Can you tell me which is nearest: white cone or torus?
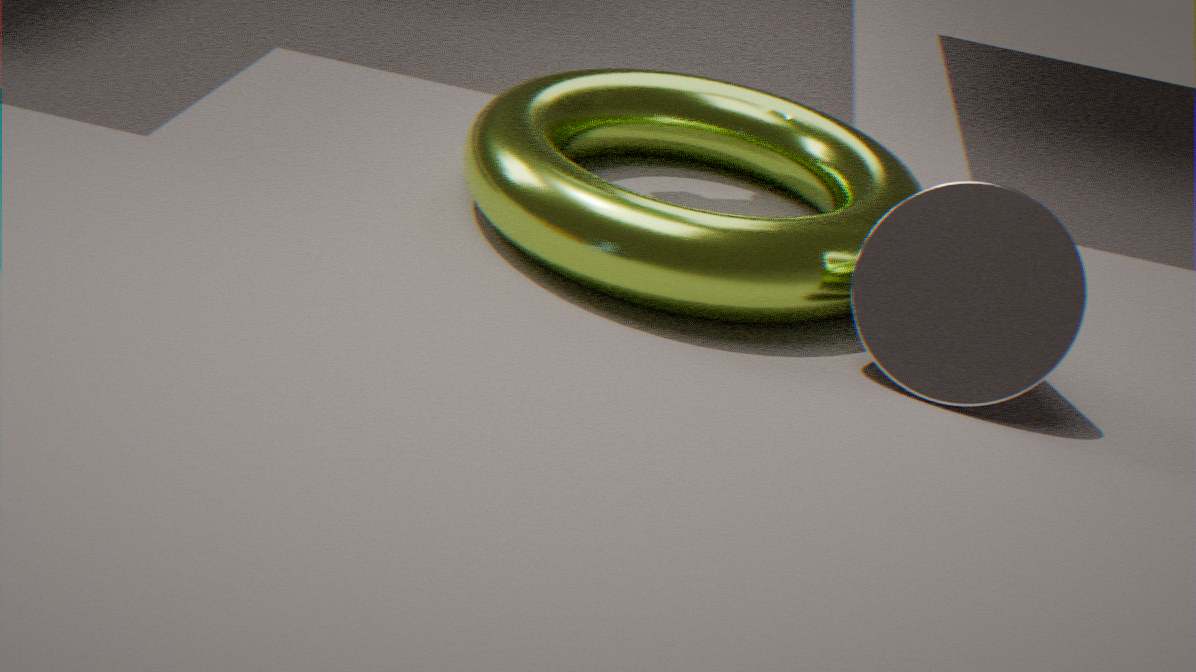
white cone
